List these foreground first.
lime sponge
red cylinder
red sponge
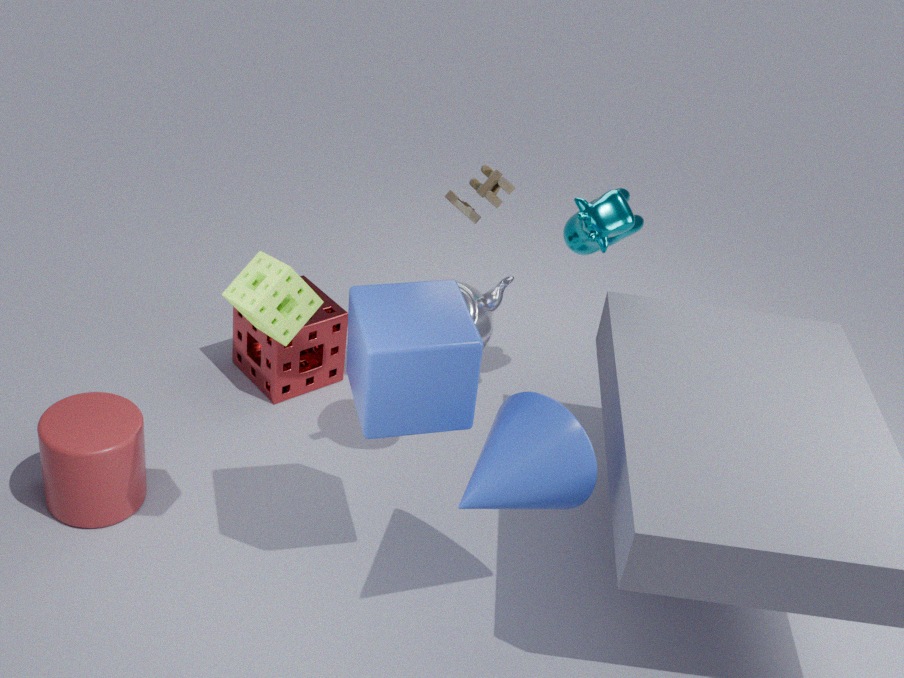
lime sponge
red cylinder
red sponge
